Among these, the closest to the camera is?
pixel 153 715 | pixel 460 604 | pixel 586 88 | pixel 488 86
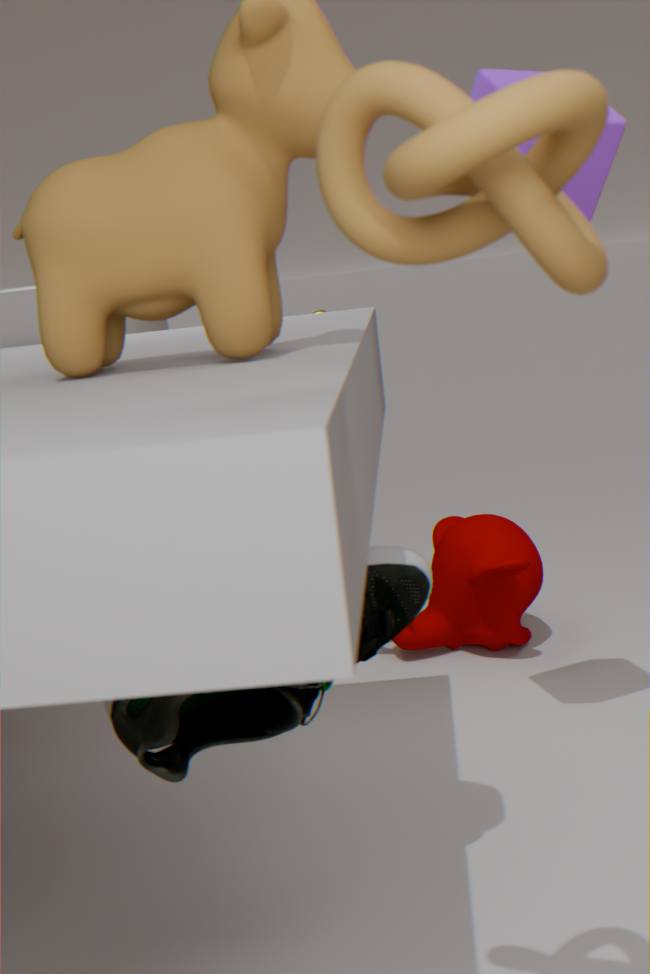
pixel 586 88
